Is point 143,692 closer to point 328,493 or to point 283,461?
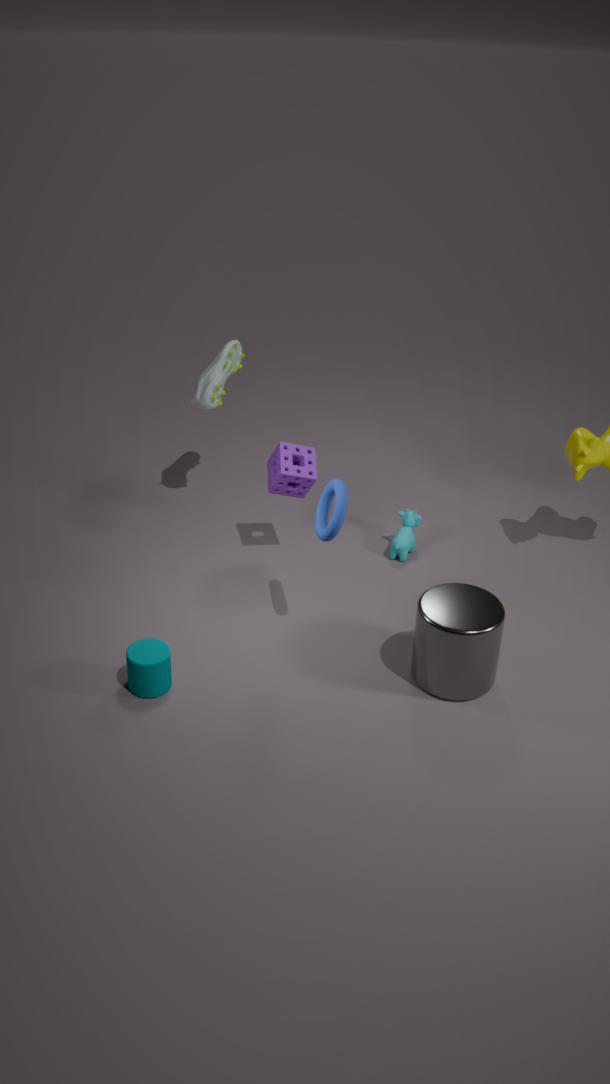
point 328,493
